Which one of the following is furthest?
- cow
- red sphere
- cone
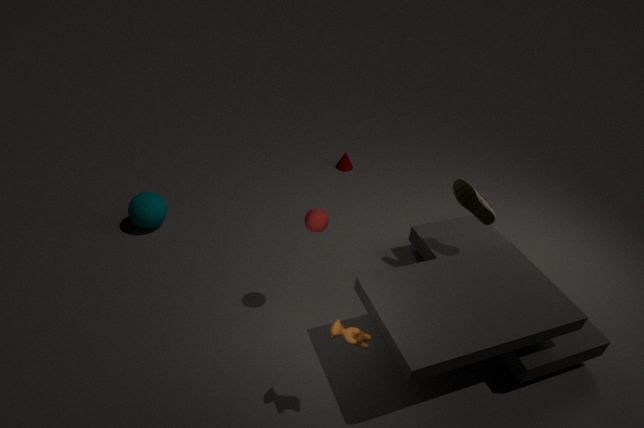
cone
